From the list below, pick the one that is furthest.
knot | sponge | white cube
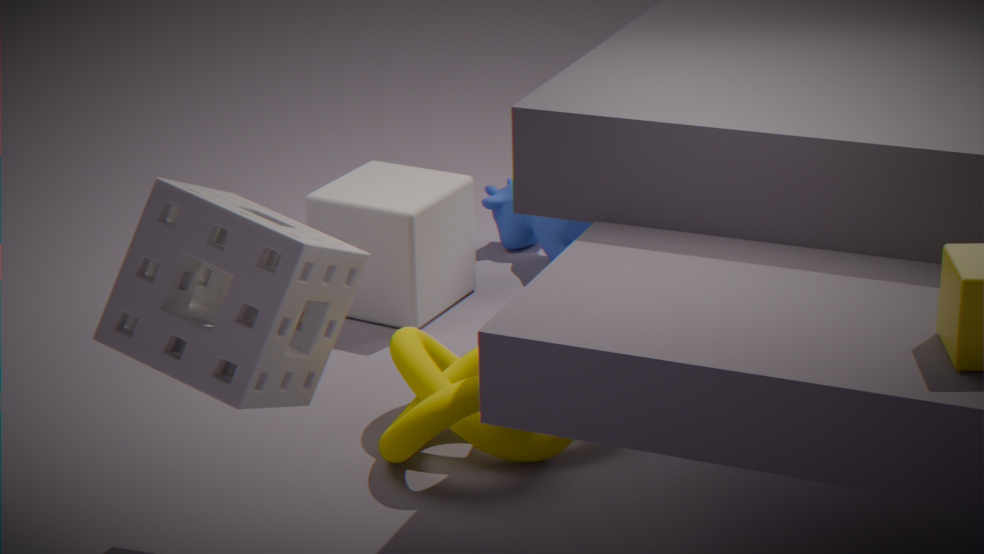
white cube
